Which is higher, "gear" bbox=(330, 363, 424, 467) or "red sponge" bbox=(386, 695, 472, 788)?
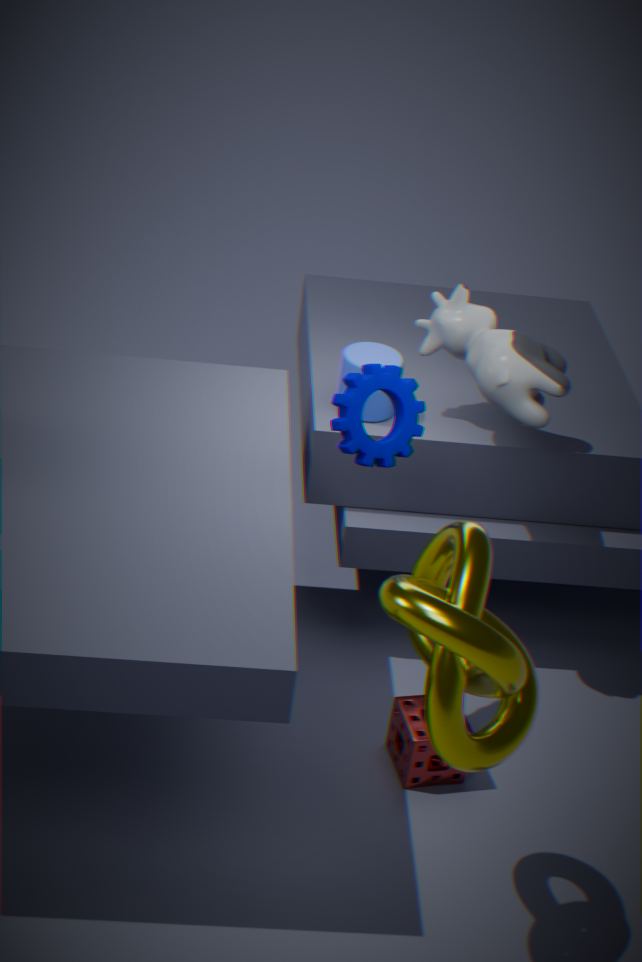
"gear" bbox=(330, 363, 424, 467)
